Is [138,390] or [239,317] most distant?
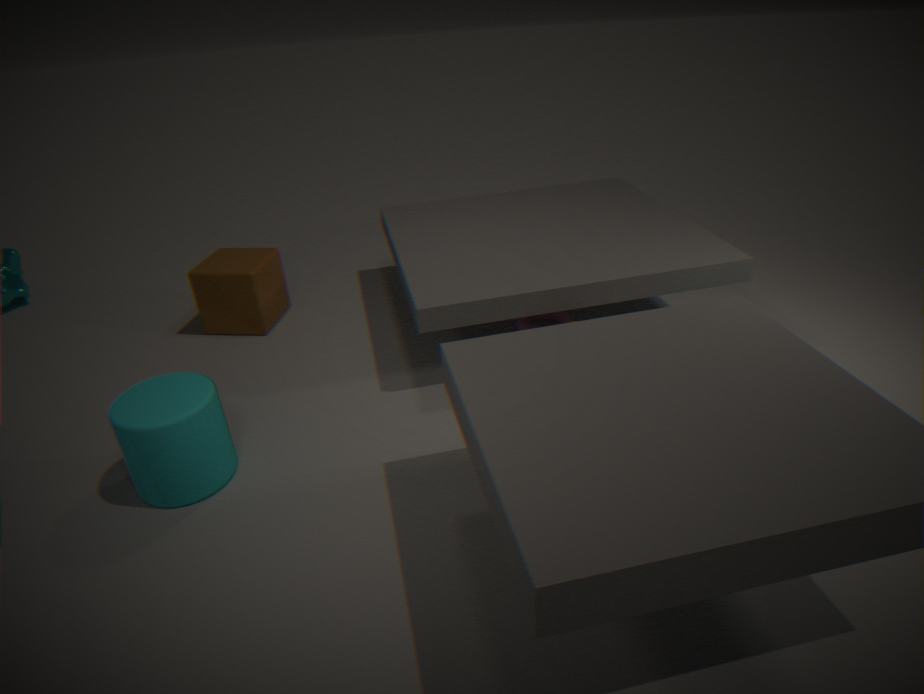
[239,317]
